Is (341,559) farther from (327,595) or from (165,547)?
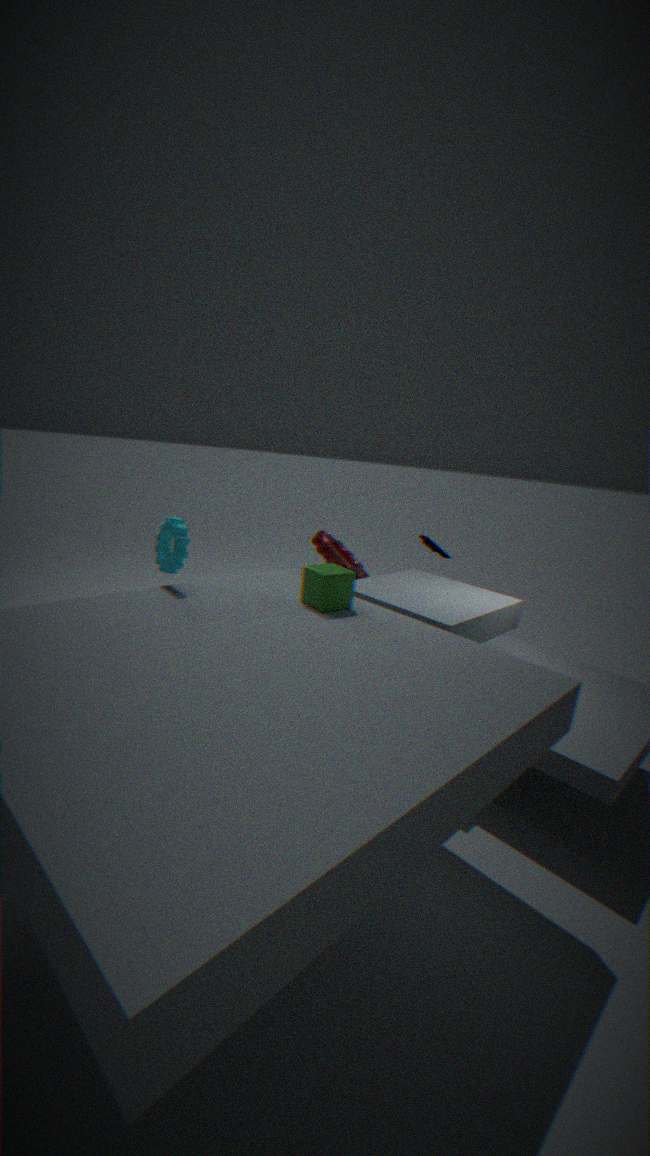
(165,547)
